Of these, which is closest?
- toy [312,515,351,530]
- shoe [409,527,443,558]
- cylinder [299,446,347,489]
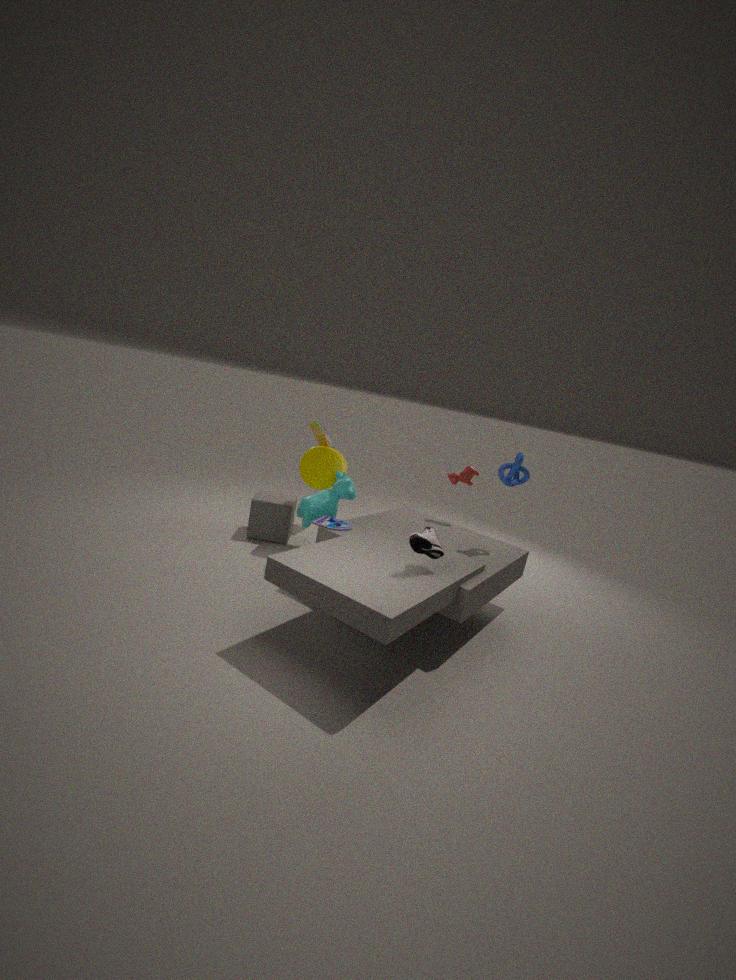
shoe [409,527,443,558]
